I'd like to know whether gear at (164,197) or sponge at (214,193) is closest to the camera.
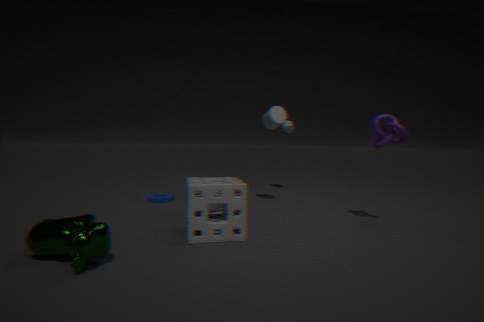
sponge at (214,193)
